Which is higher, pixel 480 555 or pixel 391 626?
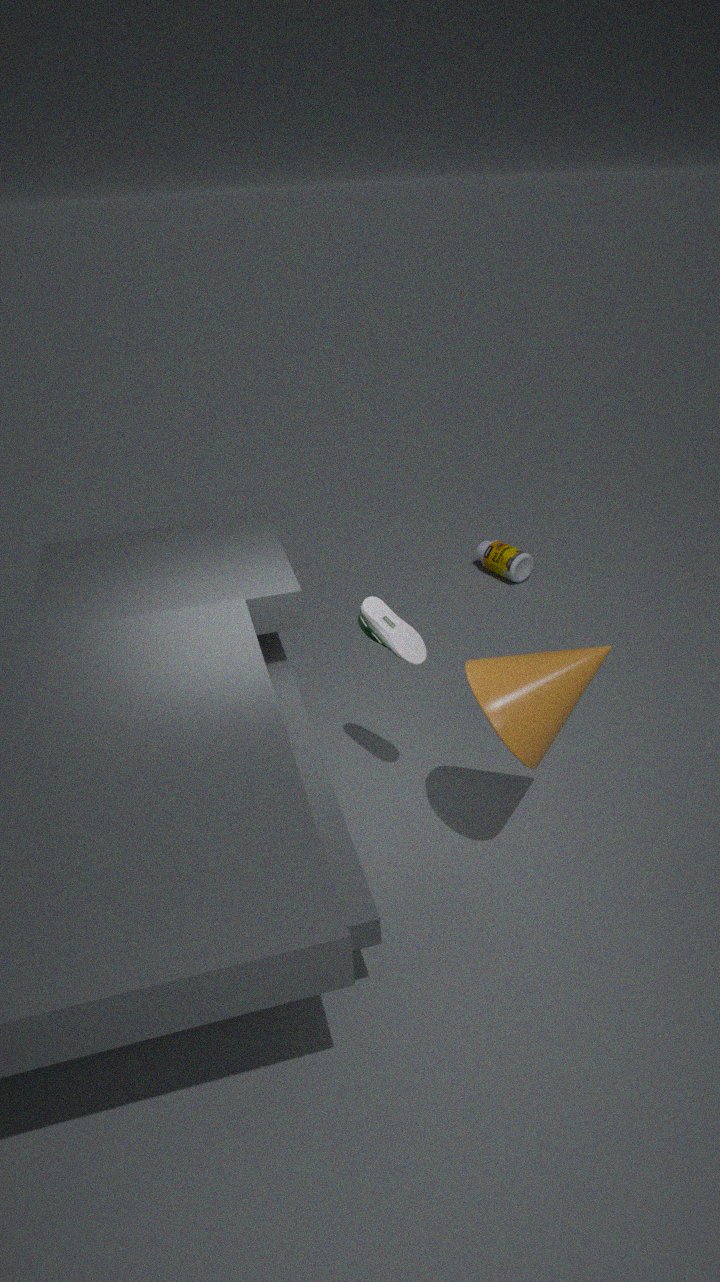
pixel 391 626
